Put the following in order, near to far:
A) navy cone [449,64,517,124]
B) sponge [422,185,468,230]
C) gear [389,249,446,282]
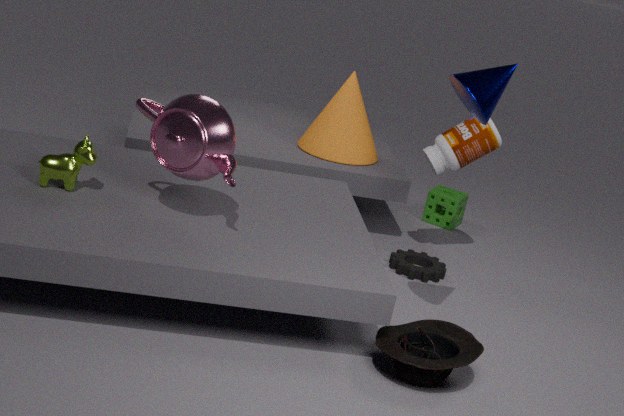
navy cone [449,64,517,124] < gear [389,249,446,282] < sponge [422,185,468,230]
